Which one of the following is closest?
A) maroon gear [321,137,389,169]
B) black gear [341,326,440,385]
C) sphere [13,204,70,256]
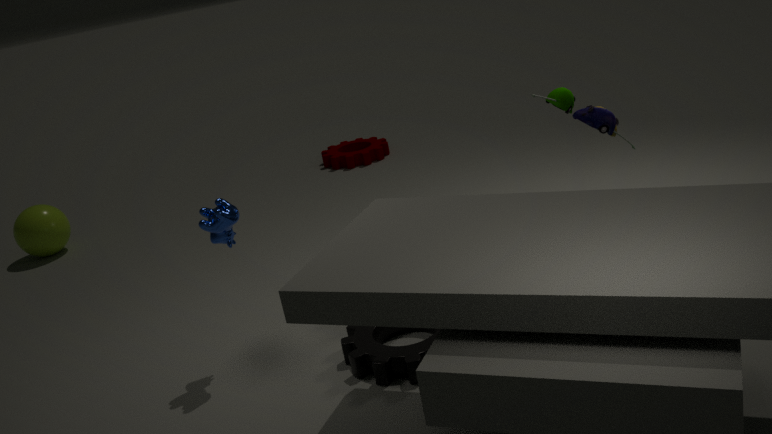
black gear [341,326,440,385]
